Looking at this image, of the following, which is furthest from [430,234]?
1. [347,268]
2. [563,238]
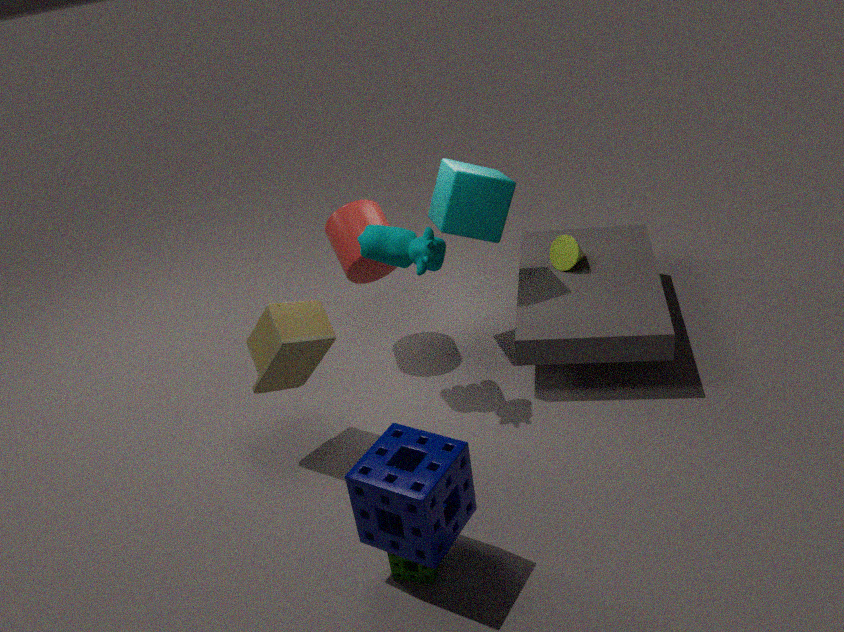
[563,238]
